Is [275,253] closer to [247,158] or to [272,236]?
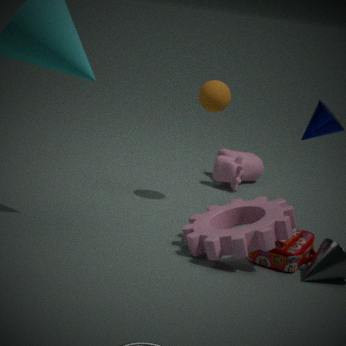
[272,236]
